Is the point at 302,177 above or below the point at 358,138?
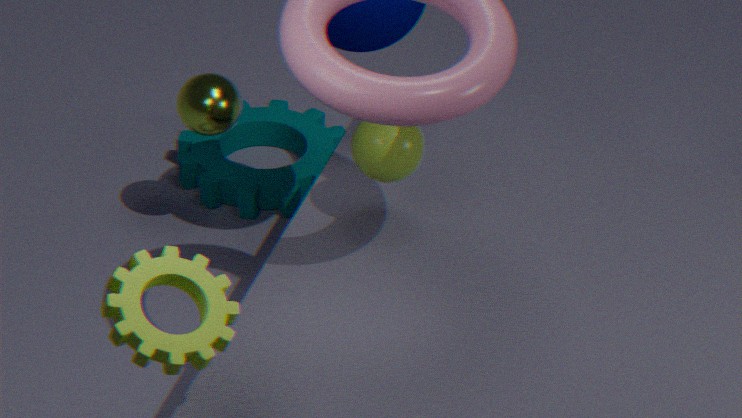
below
